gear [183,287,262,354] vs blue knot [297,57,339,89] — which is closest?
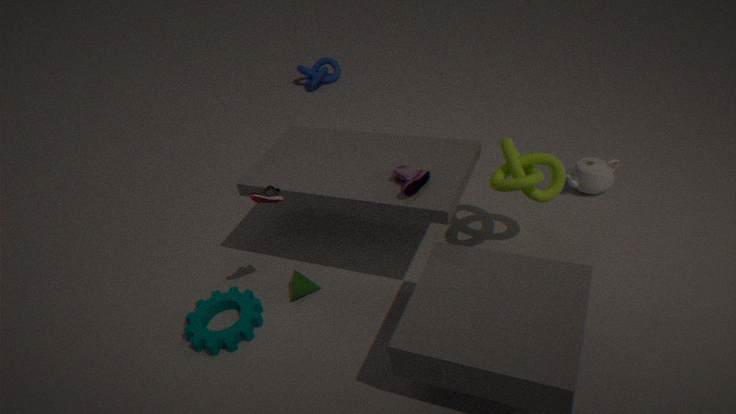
gear [183,287,262,354]
